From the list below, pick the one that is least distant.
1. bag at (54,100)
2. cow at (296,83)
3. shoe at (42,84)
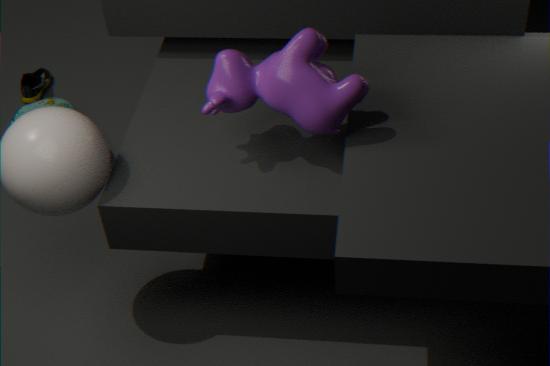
cow at (296,83)
